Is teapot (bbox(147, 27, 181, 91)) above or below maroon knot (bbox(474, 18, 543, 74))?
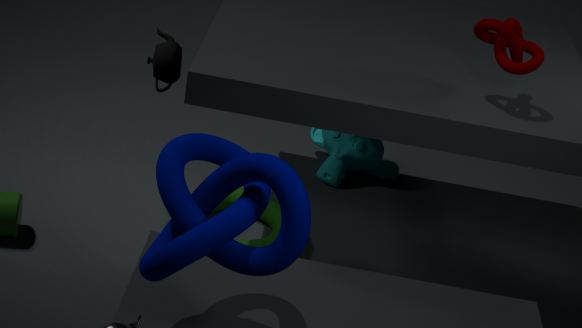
below
